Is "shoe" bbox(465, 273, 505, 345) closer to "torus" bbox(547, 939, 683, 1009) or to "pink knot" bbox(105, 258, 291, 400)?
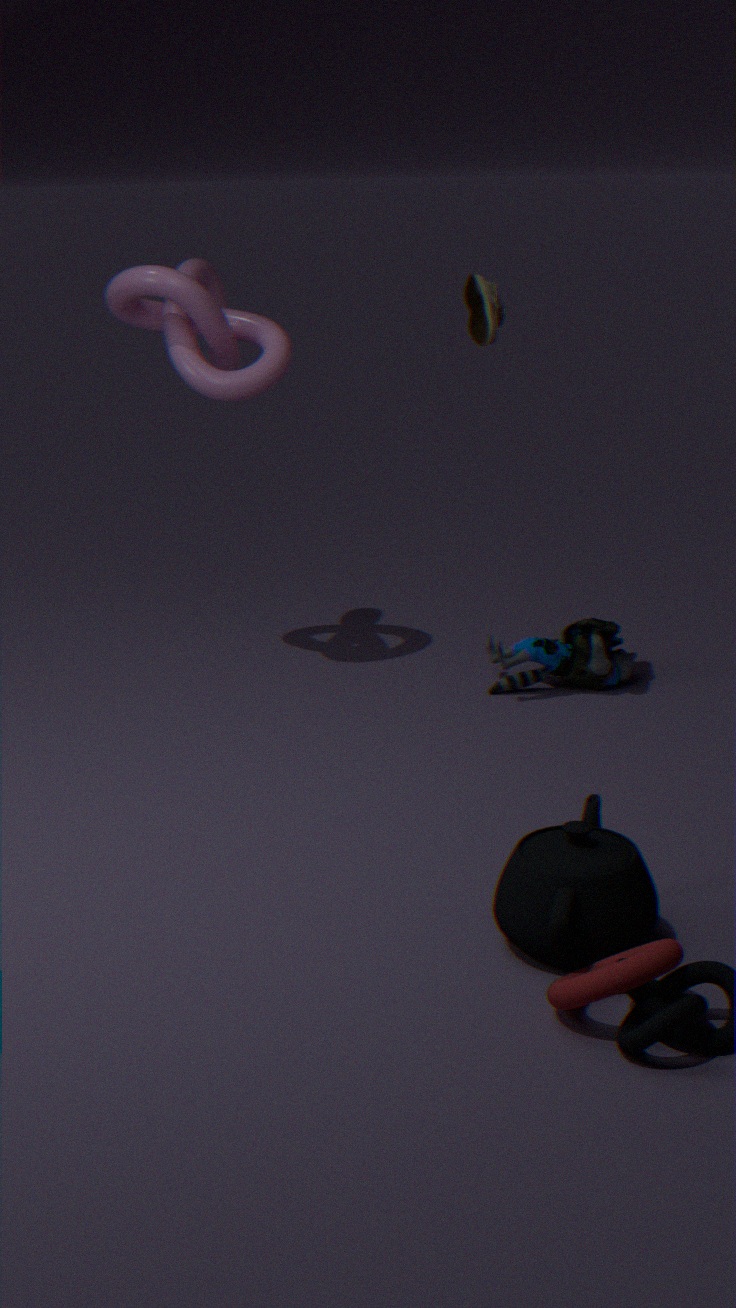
"pink knot" bbox(105, 258, 291, 400)
